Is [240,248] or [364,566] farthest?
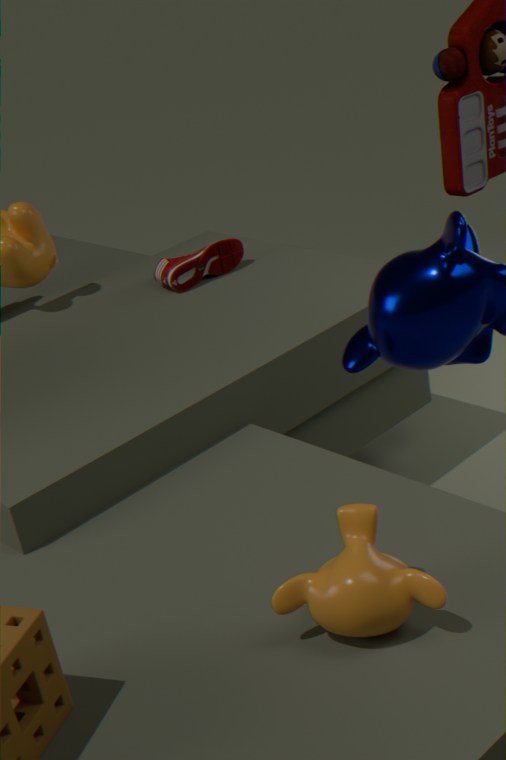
[240,248]
